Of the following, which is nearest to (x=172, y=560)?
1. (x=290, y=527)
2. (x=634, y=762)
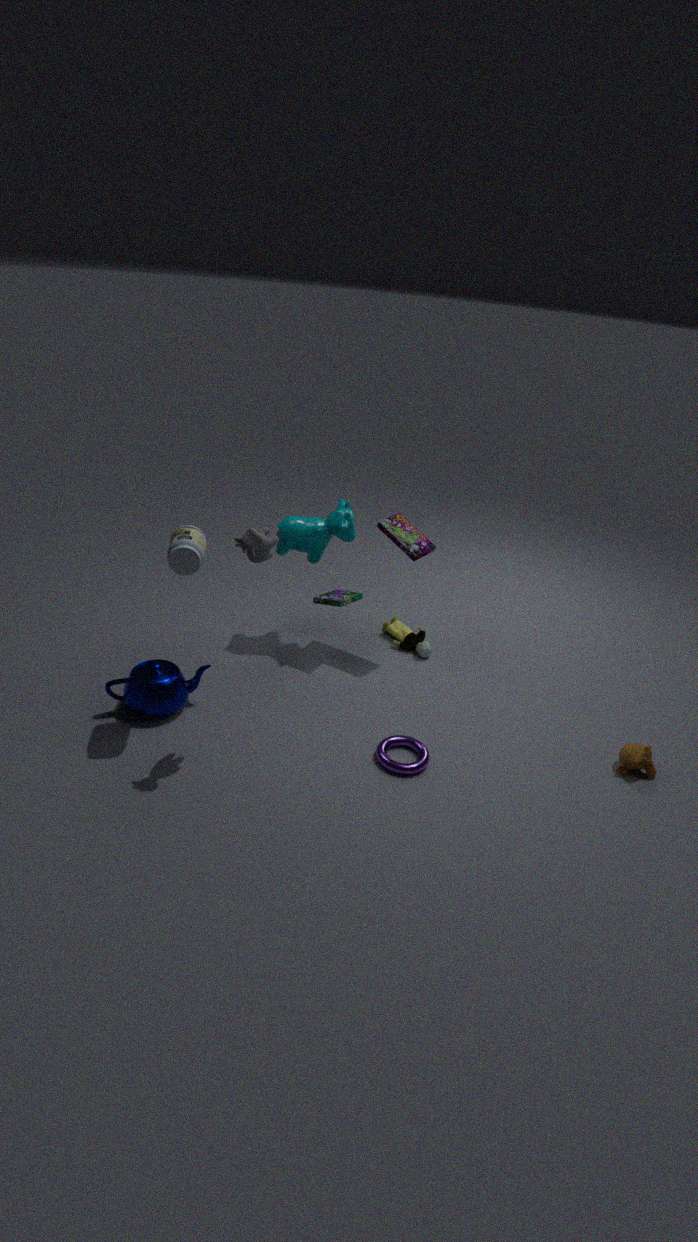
(x=290, y=527)
